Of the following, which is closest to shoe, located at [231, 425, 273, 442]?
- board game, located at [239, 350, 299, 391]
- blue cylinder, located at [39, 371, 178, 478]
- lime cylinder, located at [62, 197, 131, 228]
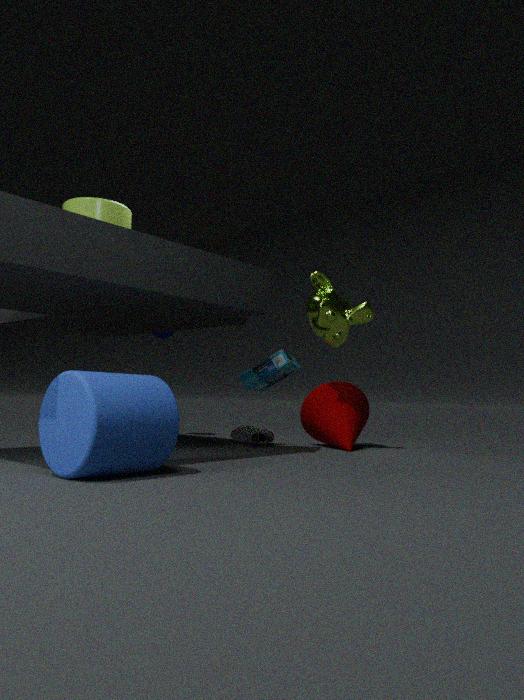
board game, located at [239, 350, 299, 391]
